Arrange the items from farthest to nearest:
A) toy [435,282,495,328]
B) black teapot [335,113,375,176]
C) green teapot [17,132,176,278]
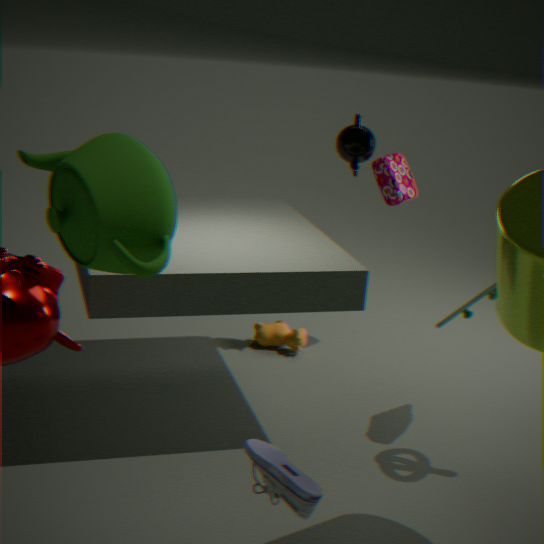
black teapot [335,113,375,176], toy [435,282,495,328], green teapot [17,132,176,278]
